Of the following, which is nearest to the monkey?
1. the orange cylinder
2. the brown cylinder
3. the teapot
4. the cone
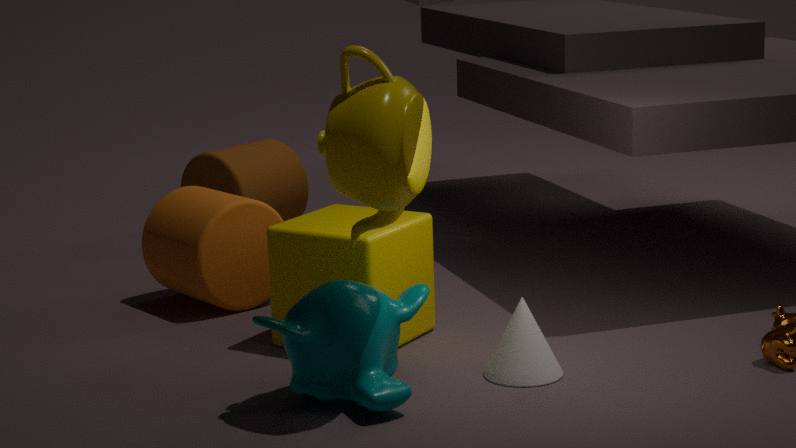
the teapot
